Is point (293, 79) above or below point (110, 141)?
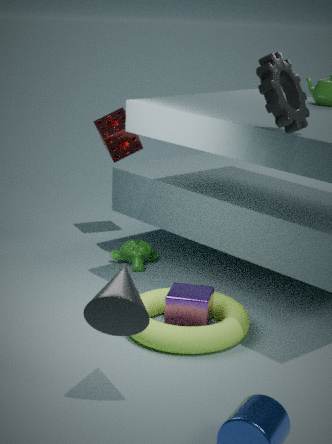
above
